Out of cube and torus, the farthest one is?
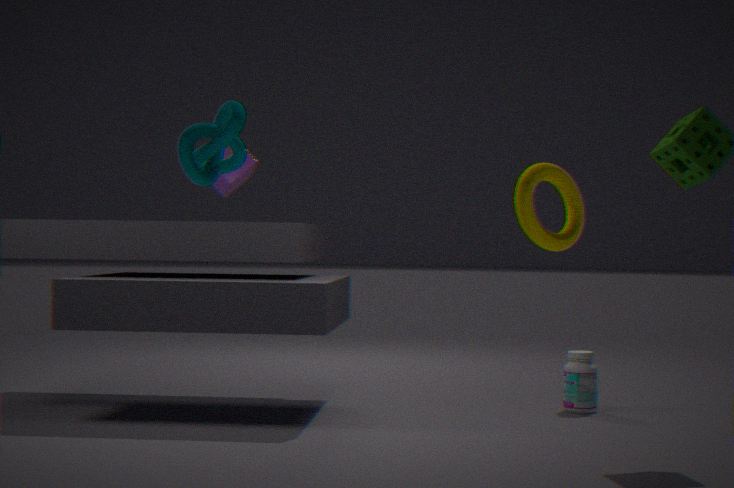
cube
